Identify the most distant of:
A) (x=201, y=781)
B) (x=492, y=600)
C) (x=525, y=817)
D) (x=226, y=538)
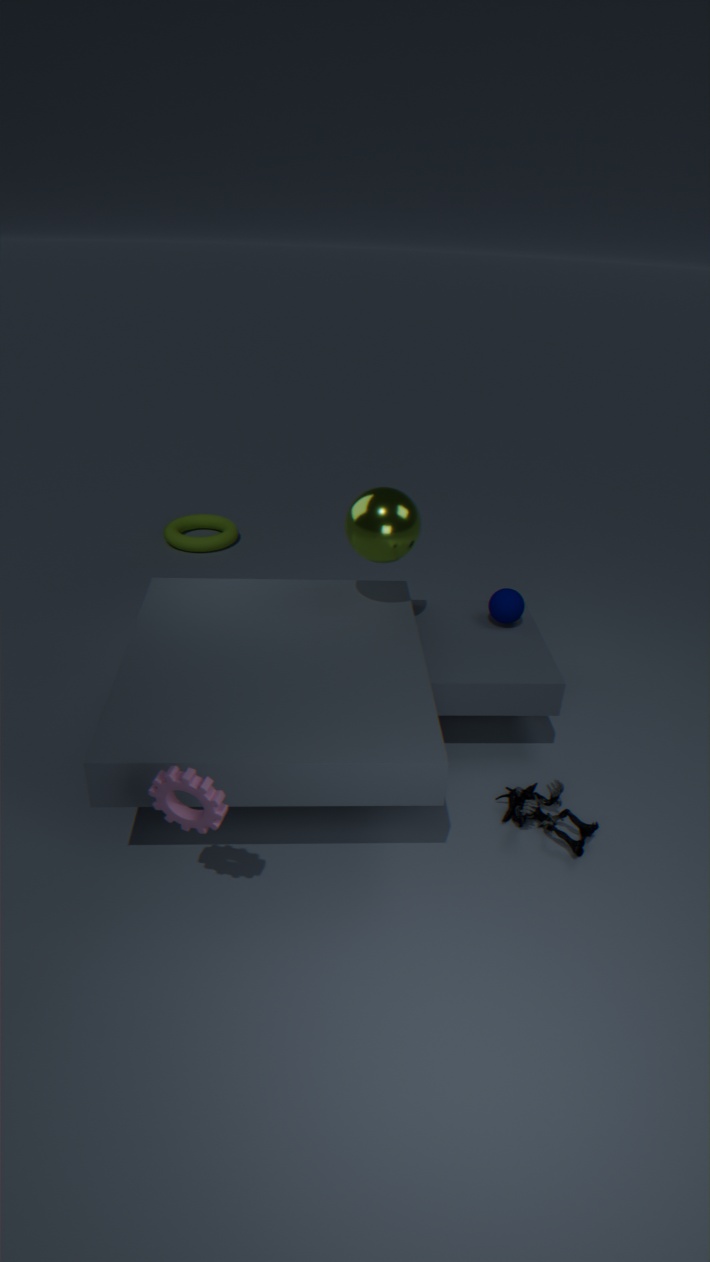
(x=226, y=538)
